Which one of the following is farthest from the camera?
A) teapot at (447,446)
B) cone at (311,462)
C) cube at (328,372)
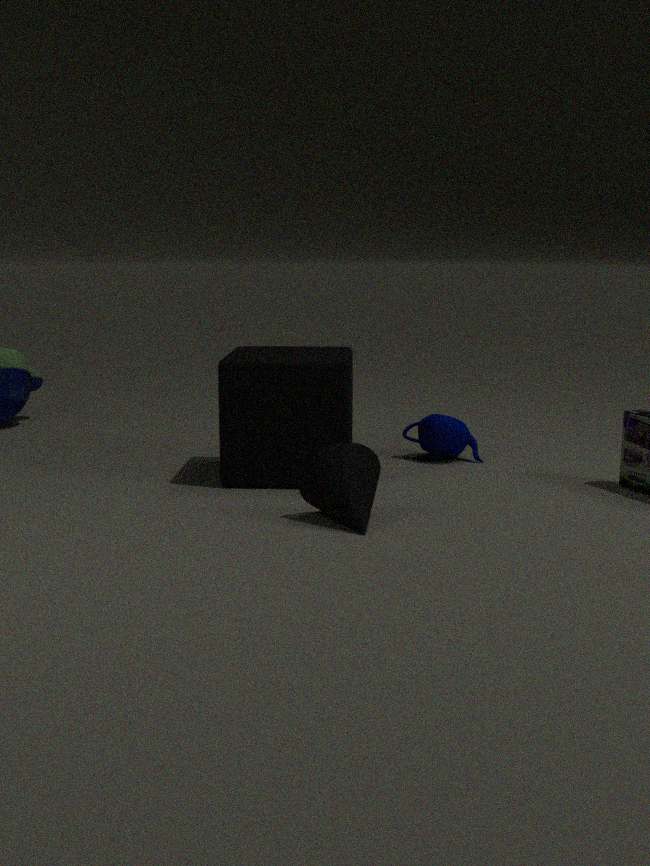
teapot at (447,446)
